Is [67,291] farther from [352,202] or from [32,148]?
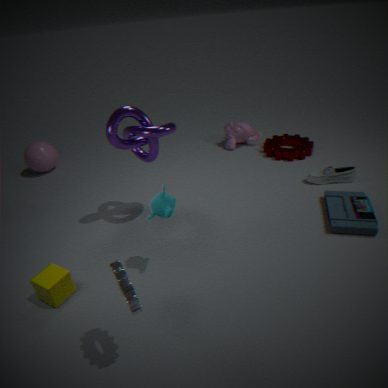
[352,202]
